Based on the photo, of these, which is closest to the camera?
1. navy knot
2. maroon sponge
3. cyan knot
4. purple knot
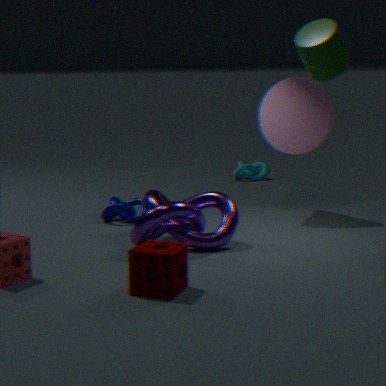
maroon sponge
